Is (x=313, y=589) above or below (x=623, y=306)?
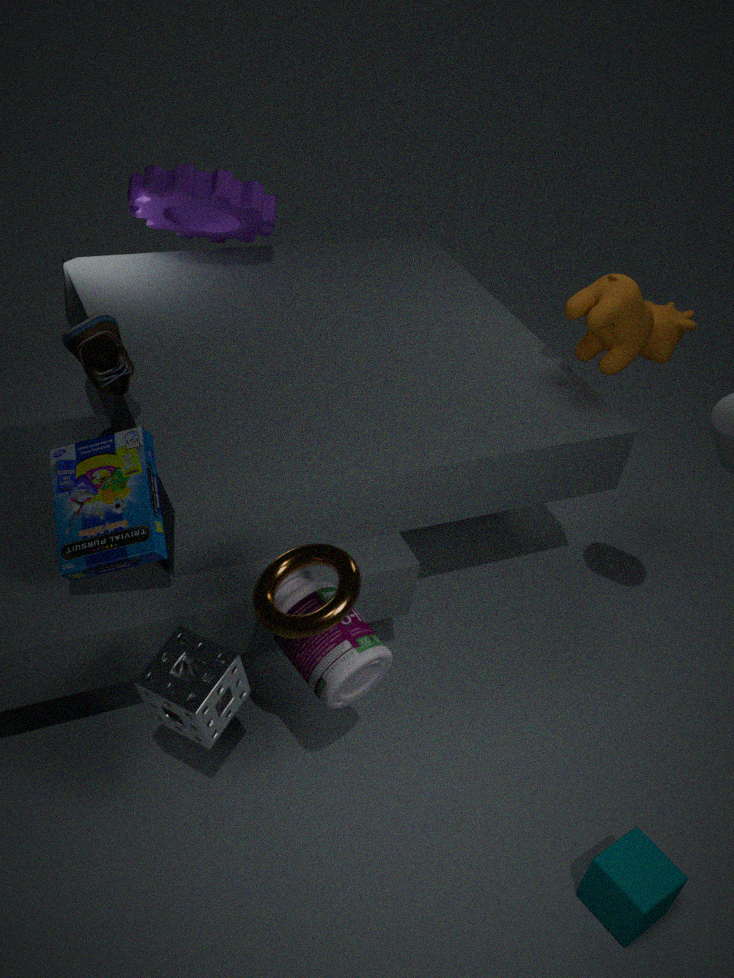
below
